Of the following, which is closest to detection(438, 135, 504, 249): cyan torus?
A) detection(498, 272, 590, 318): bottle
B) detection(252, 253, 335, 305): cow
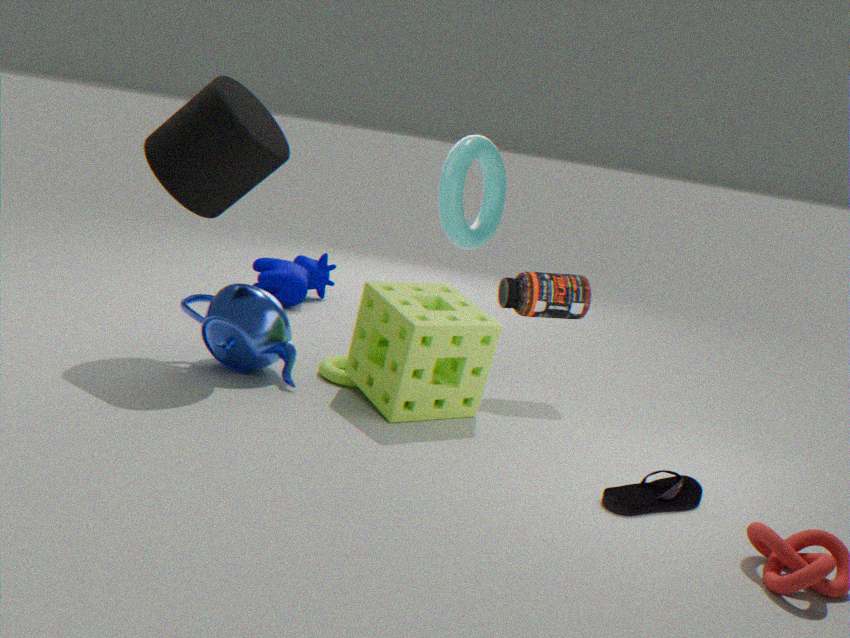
detection(498, 272, 590, 318): bottle
